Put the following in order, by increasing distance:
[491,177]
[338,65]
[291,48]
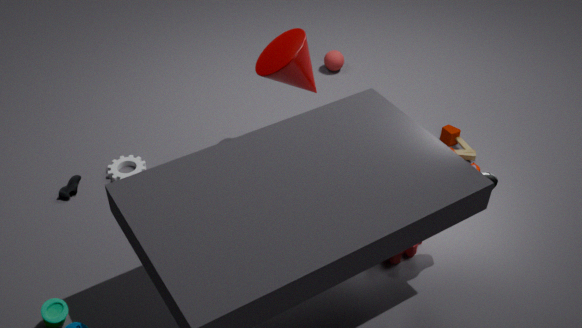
[491,177] < [291,48] < [338,65]
